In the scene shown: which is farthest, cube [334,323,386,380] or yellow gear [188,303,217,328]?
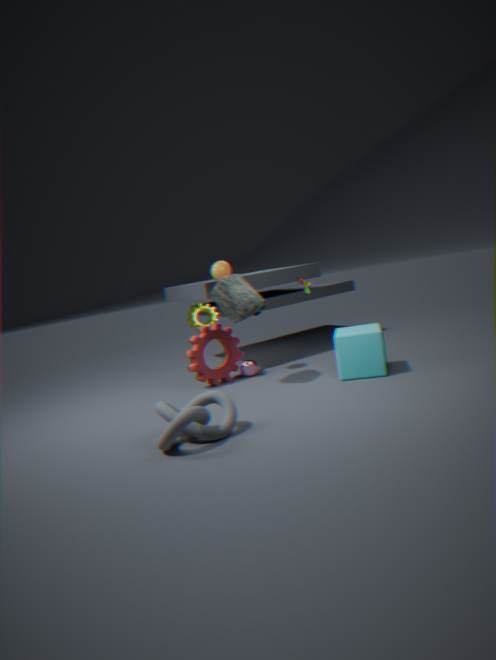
yellow gear [188,303,217,328]
